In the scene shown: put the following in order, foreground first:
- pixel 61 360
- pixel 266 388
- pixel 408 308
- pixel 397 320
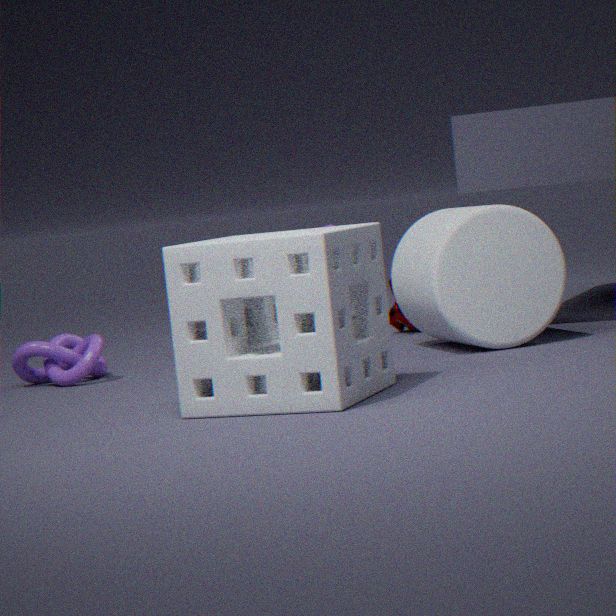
1. pixel 266 388
2. pixel 408 308
3. pixel 61 360
4. pixel 397 320
